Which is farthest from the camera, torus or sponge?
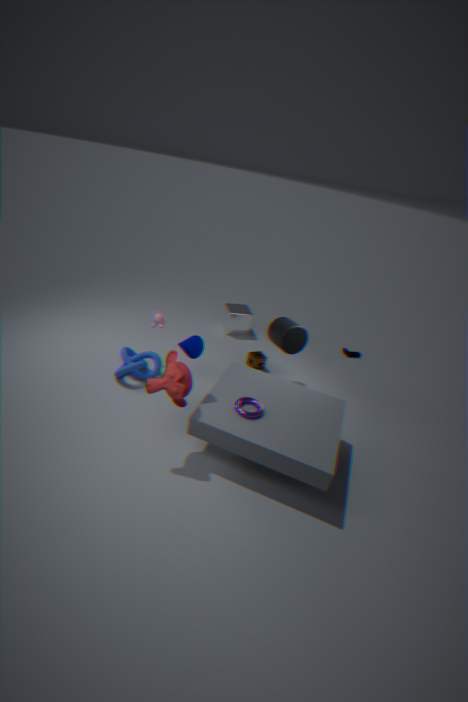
sponge
